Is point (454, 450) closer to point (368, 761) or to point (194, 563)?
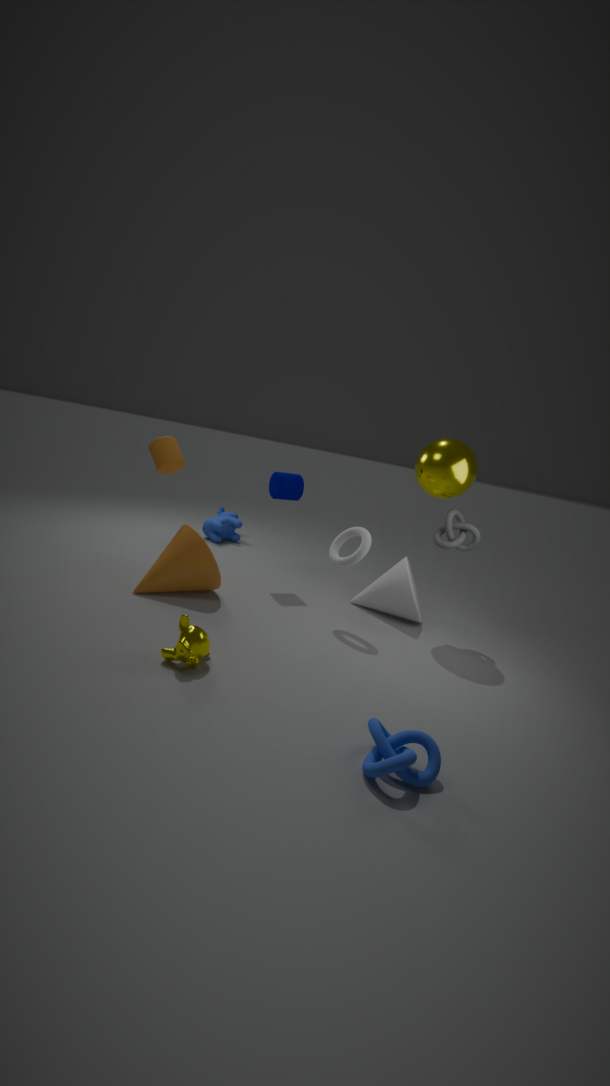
point (194, 563)
